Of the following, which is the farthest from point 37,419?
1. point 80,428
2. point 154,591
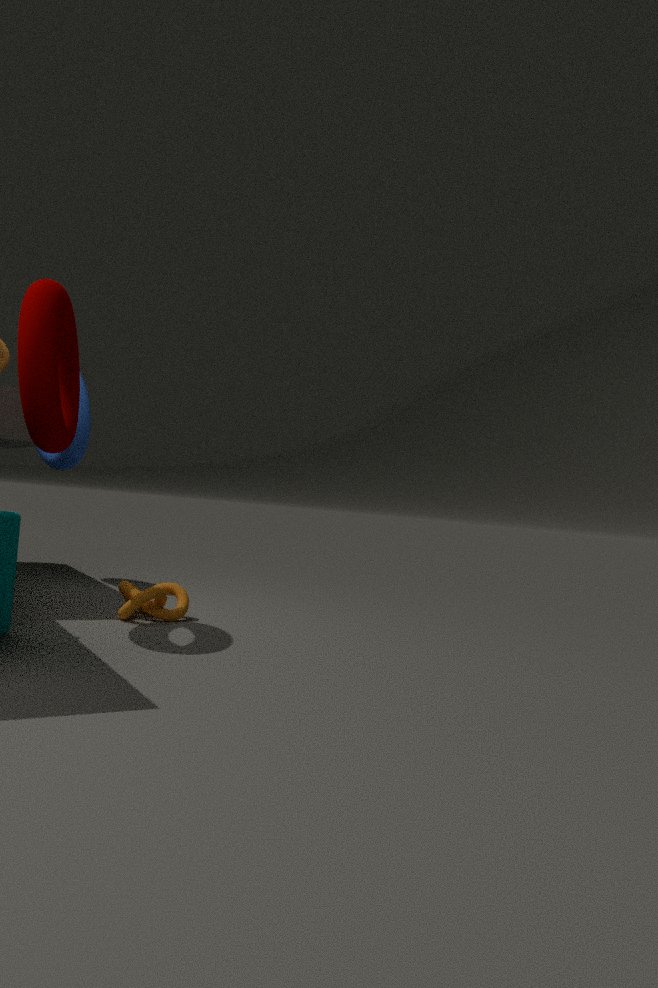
point 80,428
